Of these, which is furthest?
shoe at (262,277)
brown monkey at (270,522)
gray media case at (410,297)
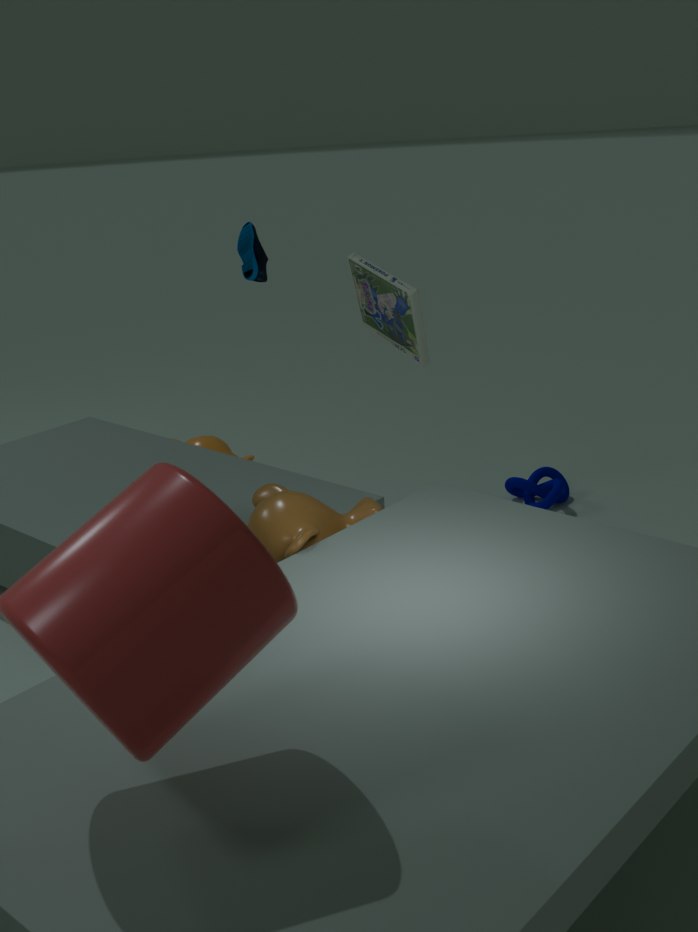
shoe at (262,277)
